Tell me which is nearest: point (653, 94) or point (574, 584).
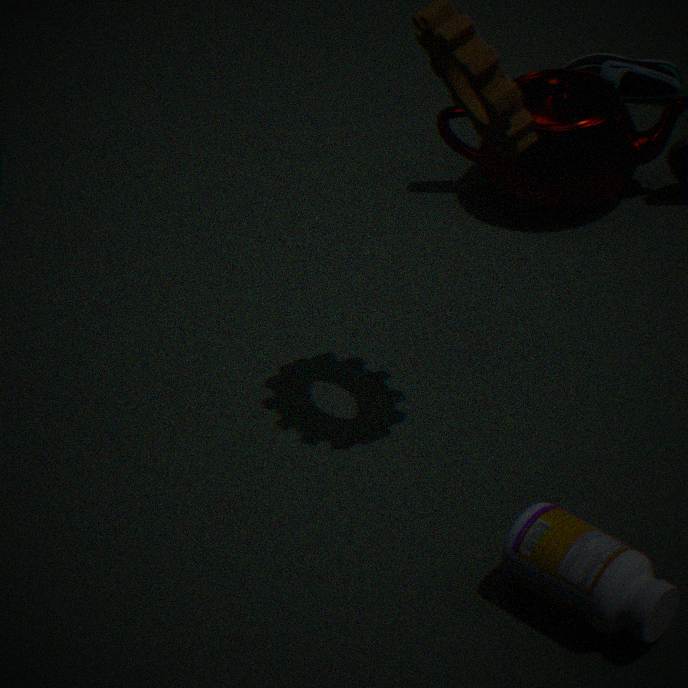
point (574, 584)
